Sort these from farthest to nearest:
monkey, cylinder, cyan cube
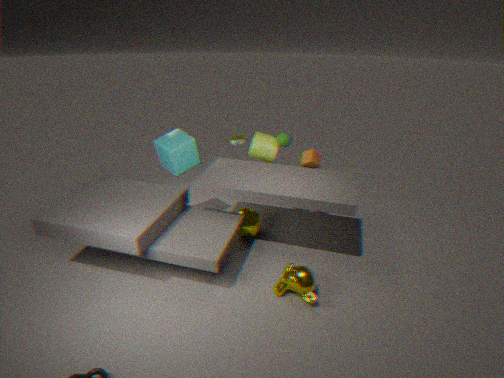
cylinder
cyan cube
monkey
